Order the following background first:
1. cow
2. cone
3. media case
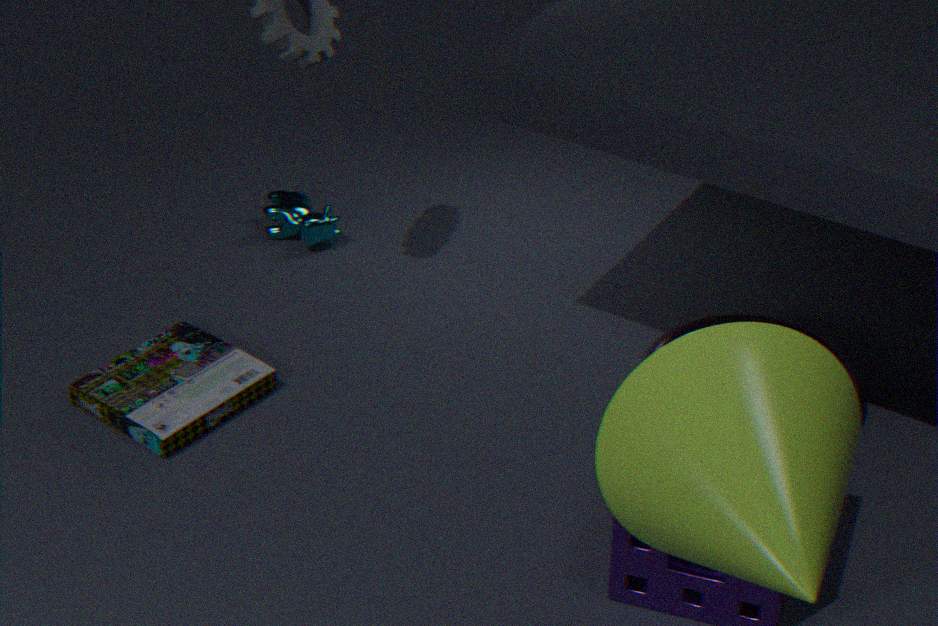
1. cow
2. media case
3. cone
